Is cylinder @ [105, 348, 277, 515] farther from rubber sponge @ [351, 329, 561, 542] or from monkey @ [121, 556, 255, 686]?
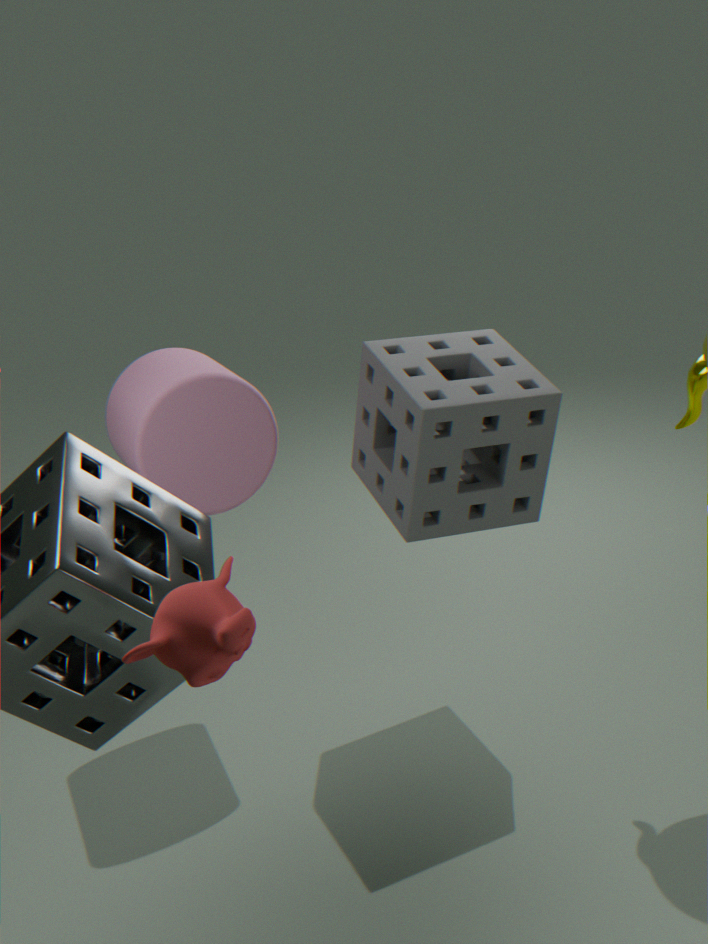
monkey @ [121, 556, 255, 686]
